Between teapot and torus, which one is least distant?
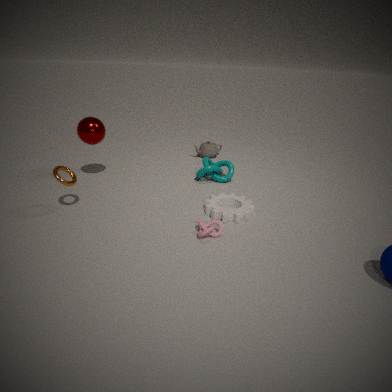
torus
